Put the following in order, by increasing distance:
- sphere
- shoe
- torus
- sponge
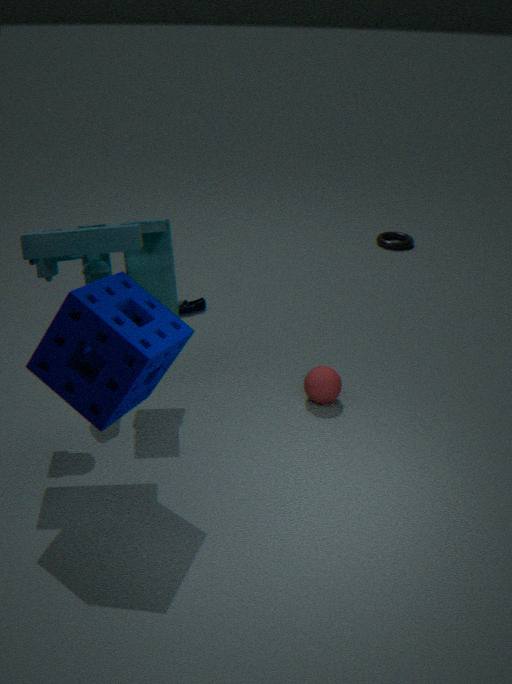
sponge, sphere, shoe, torus
